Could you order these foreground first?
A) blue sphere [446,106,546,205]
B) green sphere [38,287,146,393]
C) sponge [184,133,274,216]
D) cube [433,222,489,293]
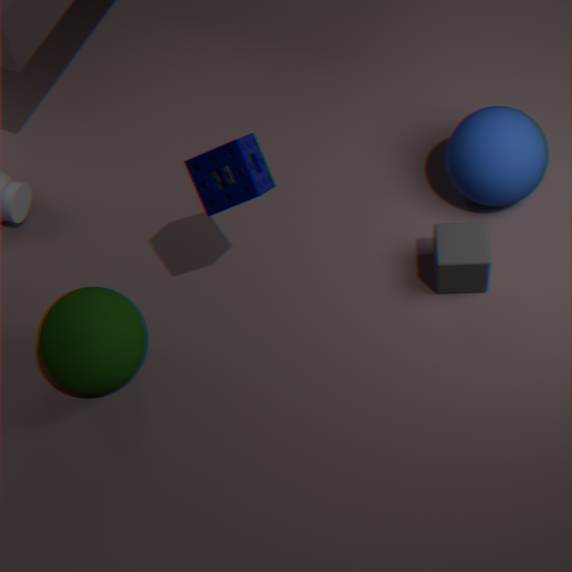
sponge [184,133,274,216] < green sphere [38,287,146,393] < cube [433,222,489,293] < blue sphere [446,106,546,205]
